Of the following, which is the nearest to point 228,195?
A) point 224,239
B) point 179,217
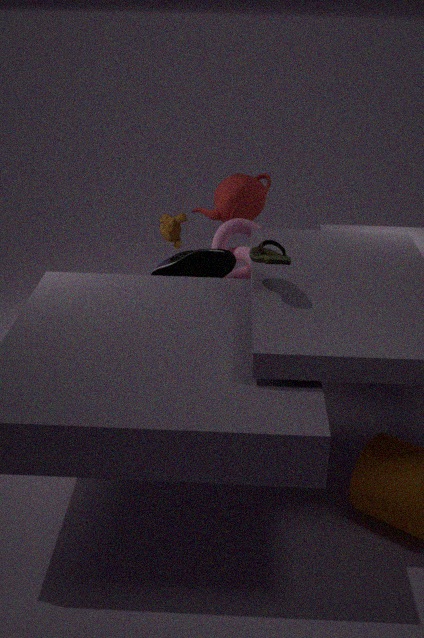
point 179,217
